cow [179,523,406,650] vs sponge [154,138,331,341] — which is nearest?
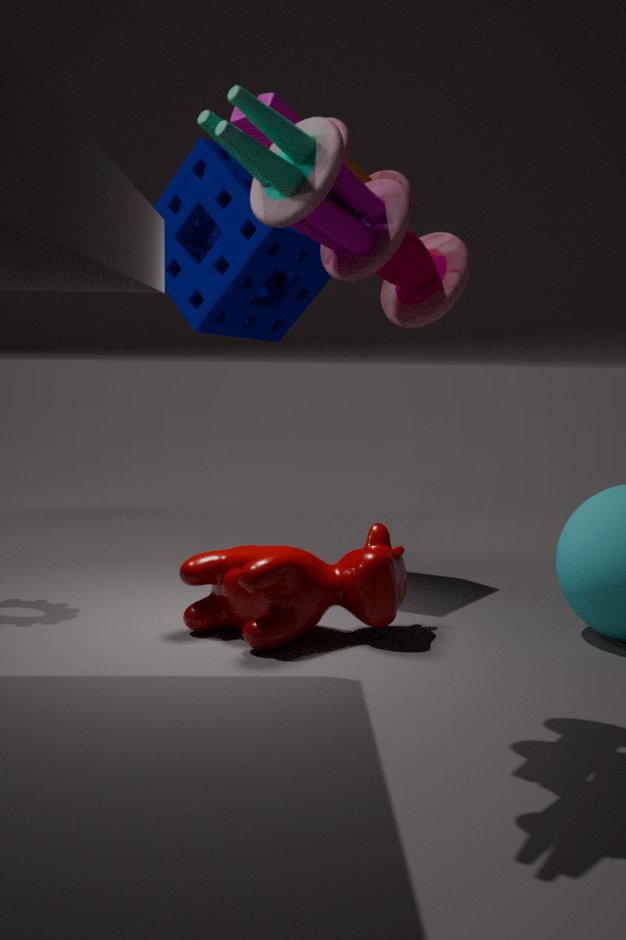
cow [179,523,406,650]
